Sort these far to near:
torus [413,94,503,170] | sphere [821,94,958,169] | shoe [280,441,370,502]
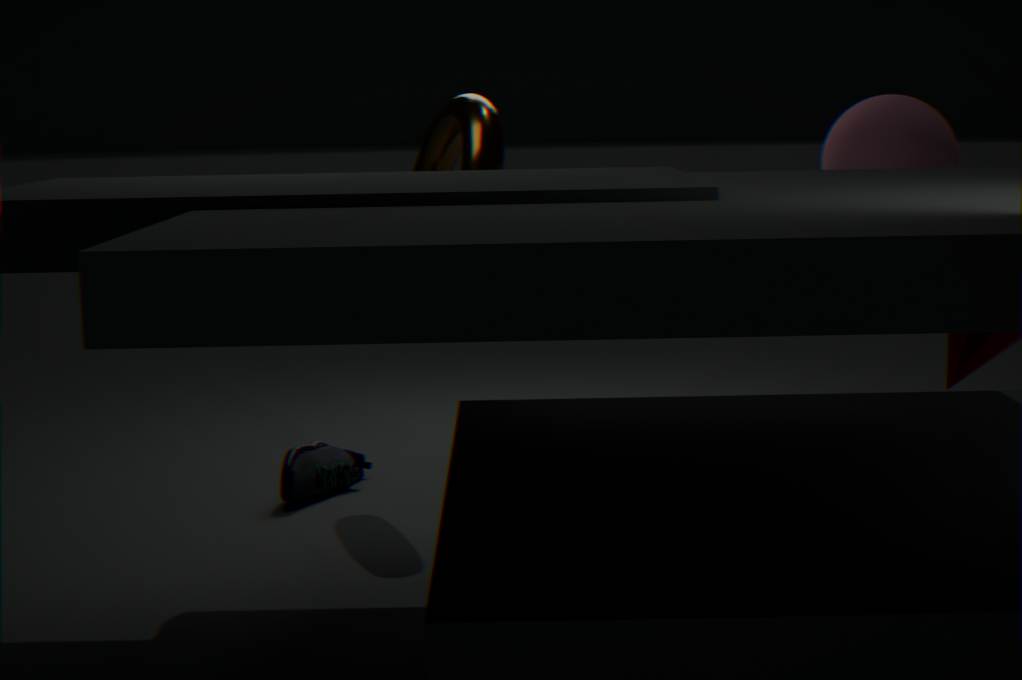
shoe [280,441,370,502]
sphere [821,94,958,169]
torus [413,94,503,170]
